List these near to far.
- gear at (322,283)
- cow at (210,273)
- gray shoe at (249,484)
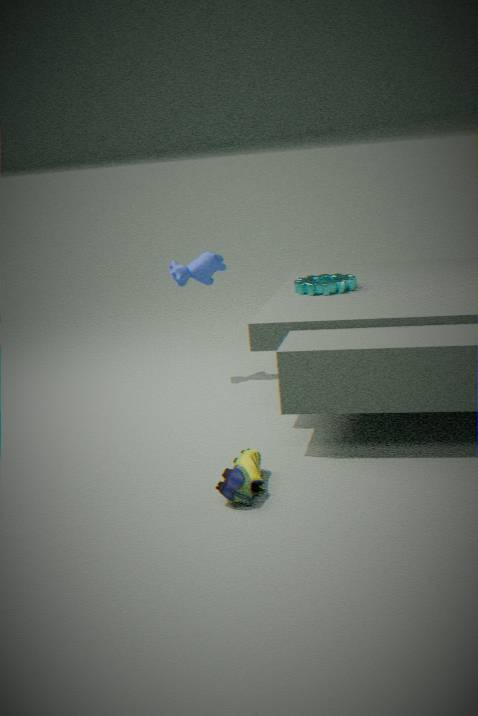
gray shoe at (249,484), gear at (322,283), cow at (210,273)
